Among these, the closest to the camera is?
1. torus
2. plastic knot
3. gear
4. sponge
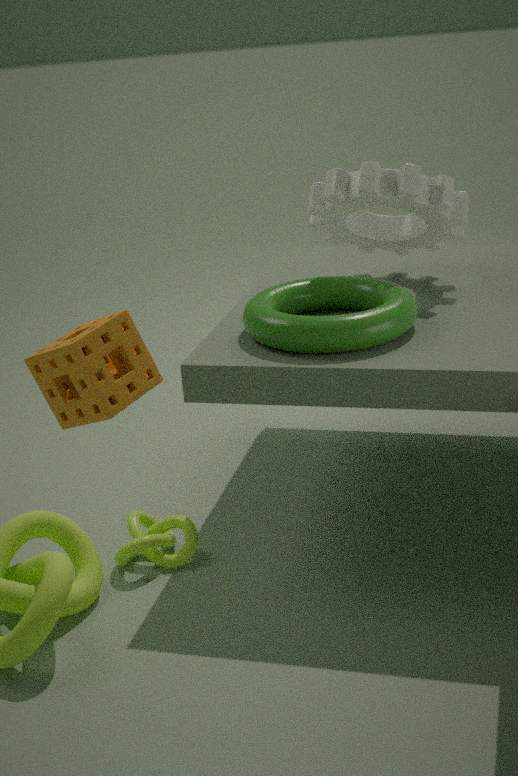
sponge
